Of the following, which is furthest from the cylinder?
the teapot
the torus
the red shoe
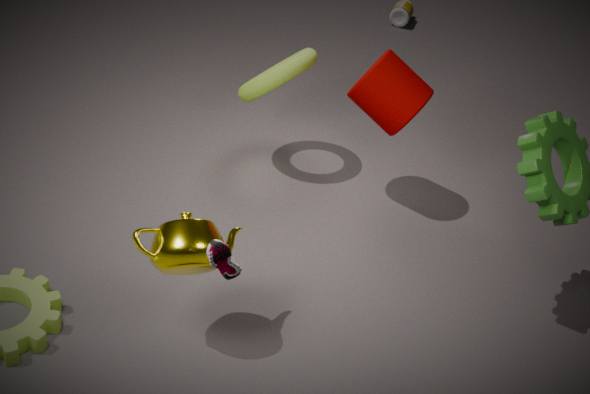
the red shoe
